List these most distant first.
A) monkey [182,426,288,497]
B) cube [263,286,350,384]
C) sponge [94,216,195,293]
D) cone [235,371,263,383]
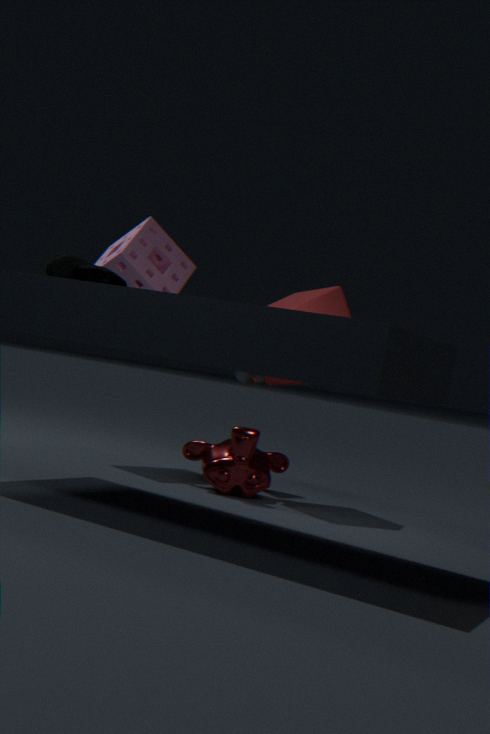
cone [235,371,263,383] < sponge [94,216,195,293] < cube [263,286,350,384] < monkey [182,426,288,497]
